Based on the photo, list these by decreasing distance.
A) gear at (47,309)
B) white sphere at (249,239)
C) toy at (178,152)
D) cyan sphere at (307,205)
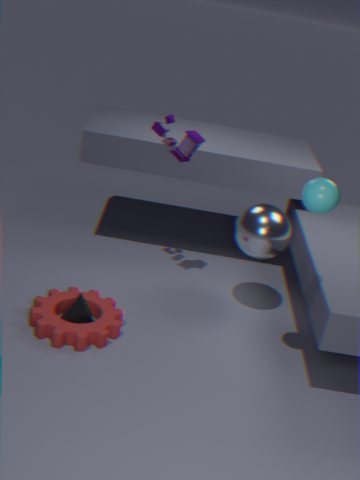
toy at (178,152) → white sphere at (249,239) → gear at (47,309) → cyan sphere at (307,205)
